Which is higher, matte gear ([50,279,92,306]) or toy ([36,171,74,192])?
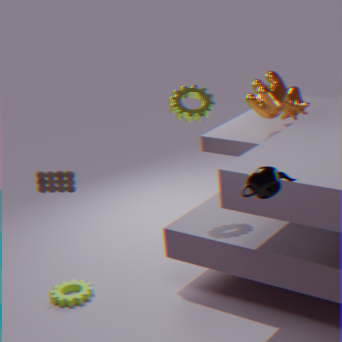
toy ([36,171,74,192])
